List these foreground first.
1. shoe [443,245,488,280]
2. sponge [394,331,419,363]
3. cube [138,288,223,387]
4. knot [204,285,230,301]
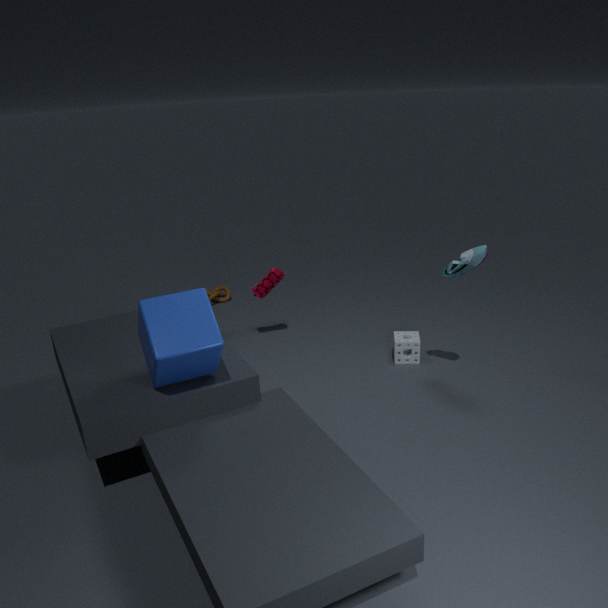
cube [138,288,223,387] < shoe [443,245,488,280] < sponge [394,331,419,363] < knot [204,285,230,301]
